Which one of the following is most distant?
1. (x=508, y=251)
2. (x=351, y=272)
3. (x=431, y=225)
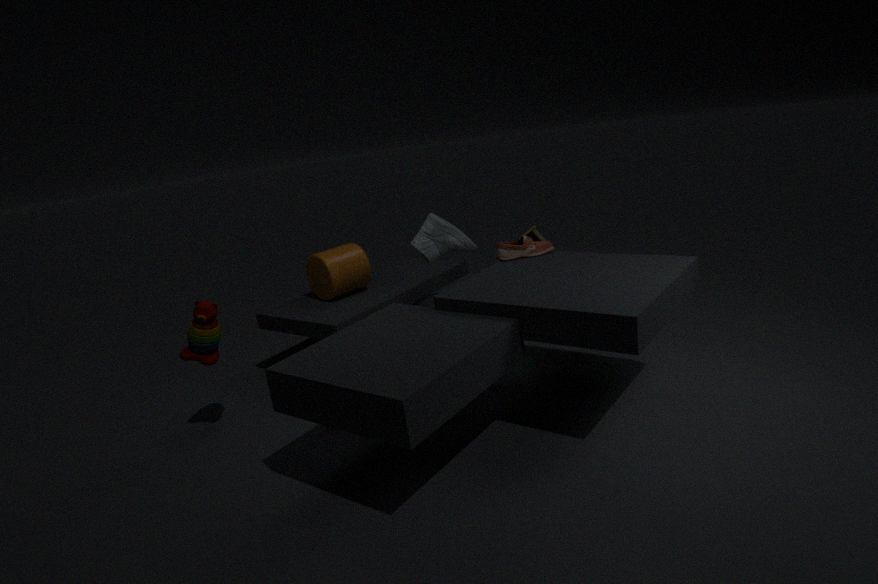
(x=351, y=272)
